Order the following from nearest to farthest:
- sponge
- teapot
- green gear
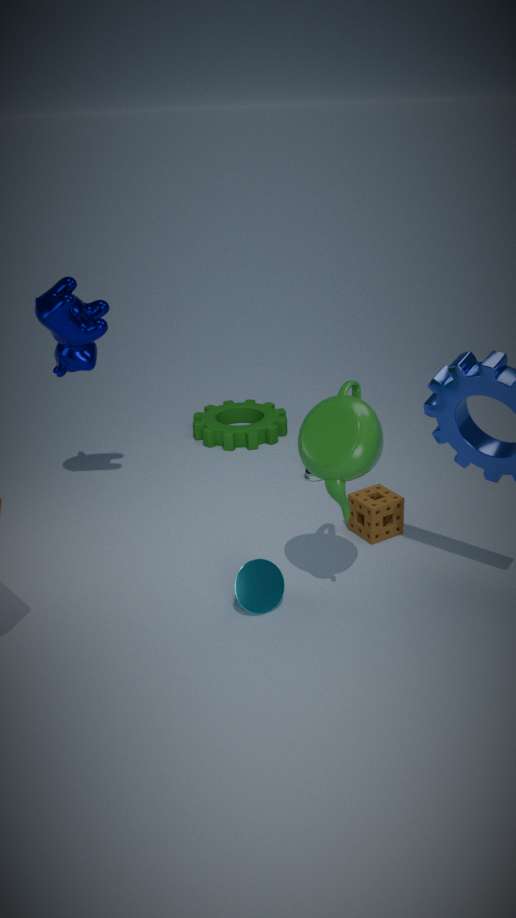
teapot → sponge → green gear
